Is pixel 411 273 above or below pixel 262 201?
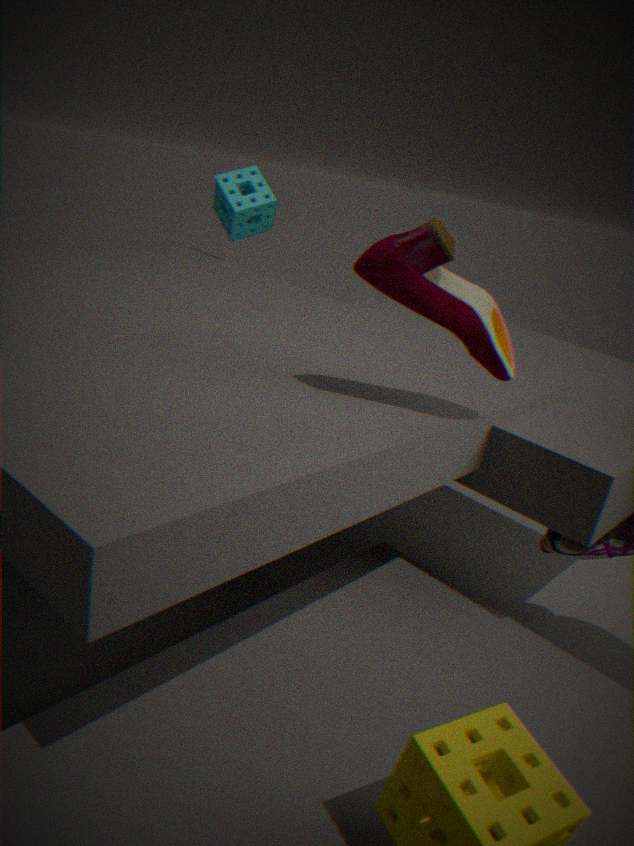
above
